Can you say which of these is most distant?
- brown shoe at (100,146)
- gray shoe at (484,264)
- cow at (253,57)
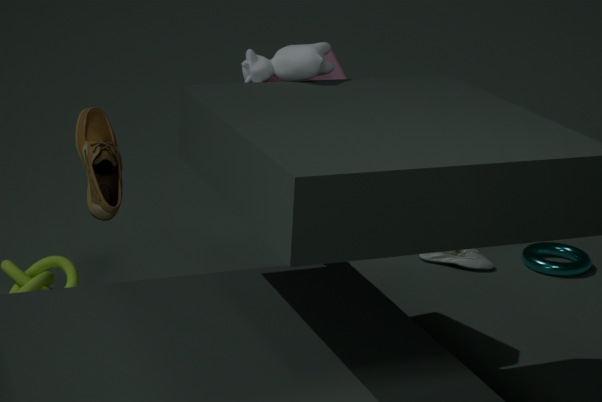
gray shoe at (484,264)
